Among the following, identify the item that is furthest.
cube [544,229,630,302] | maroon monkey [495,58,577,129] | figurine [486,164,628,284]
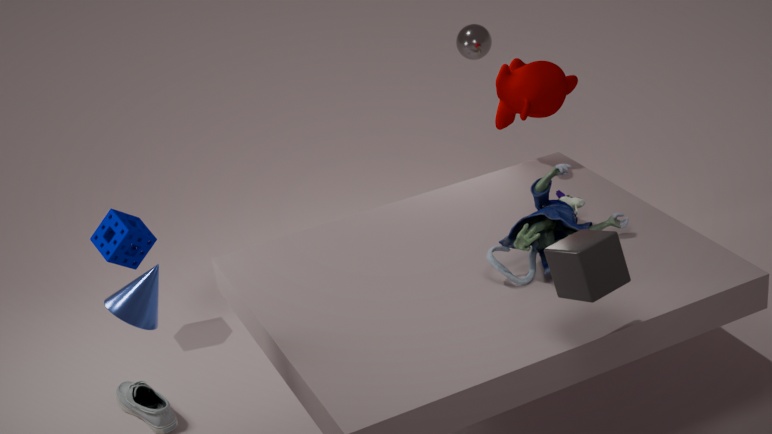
maroon monkey [495,58,577,129]
